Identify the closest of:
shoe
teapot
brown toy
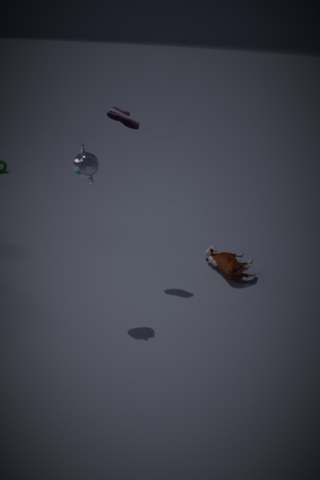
teapot
